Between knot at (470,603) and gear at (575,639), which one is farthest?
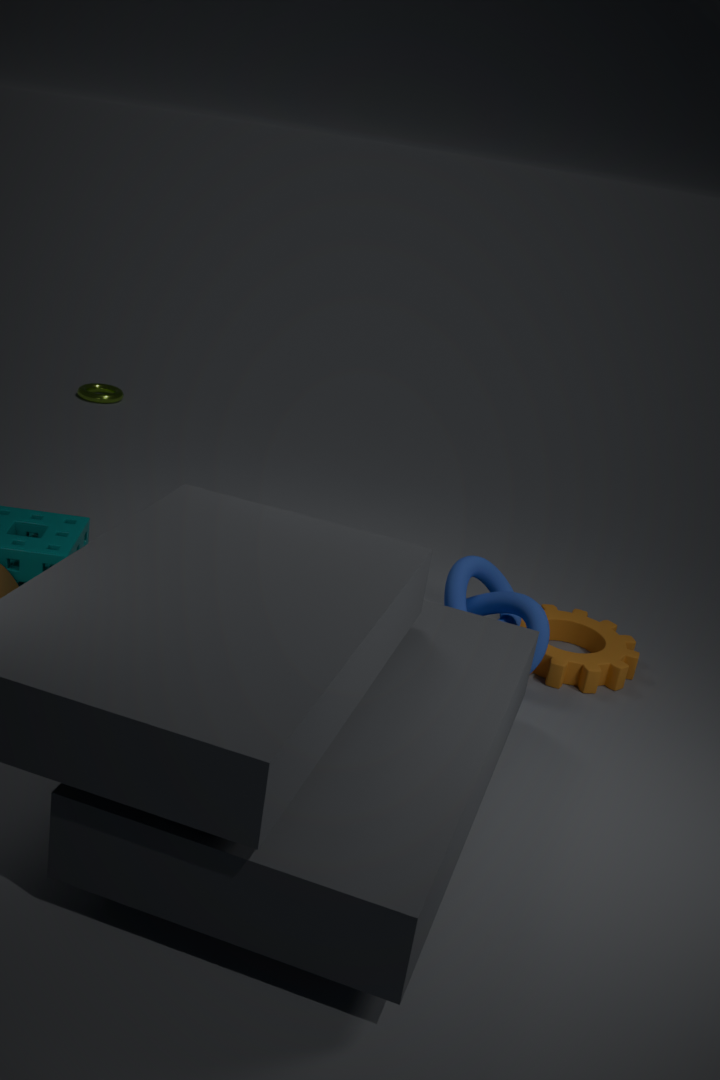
gear at (575,639)
